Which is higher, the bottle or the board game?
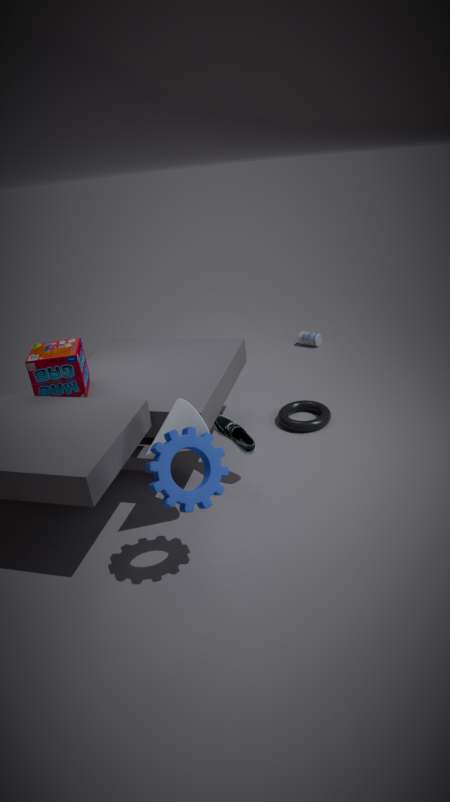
the board game
